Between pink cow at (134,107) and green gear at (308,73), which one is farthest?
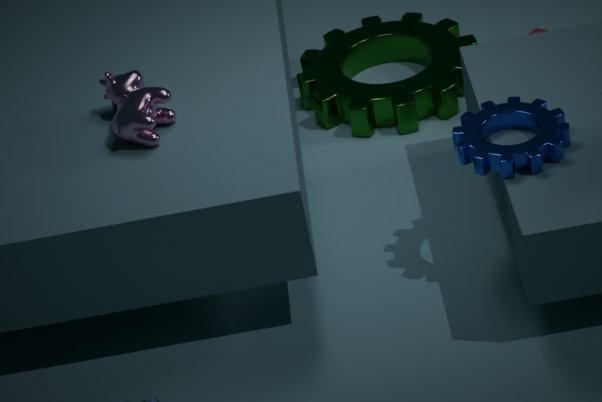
green gear at (308,73)
